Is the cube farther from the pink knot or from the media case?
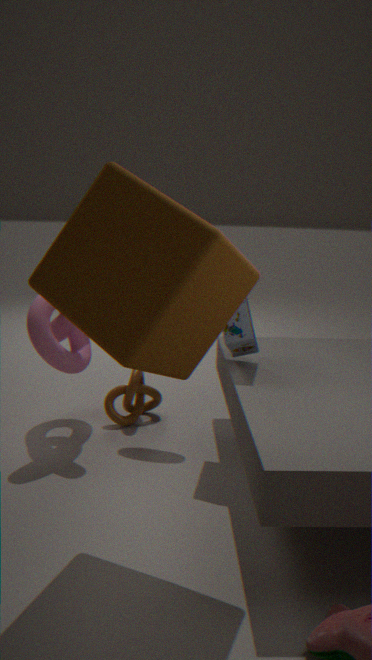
the pink knot
